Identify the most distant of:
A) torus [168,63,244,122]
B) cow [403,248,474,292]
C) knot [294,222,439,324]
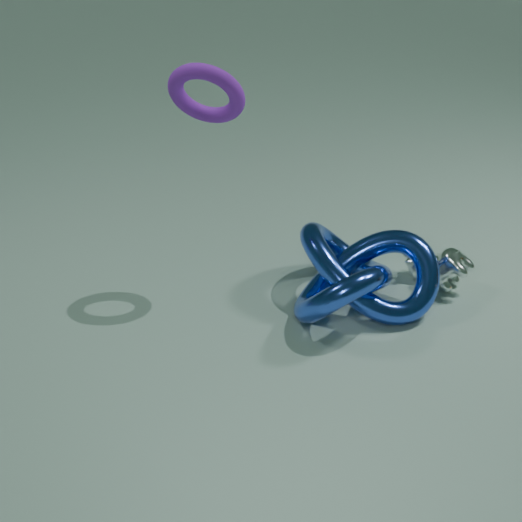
cow [403,248,474,292]
